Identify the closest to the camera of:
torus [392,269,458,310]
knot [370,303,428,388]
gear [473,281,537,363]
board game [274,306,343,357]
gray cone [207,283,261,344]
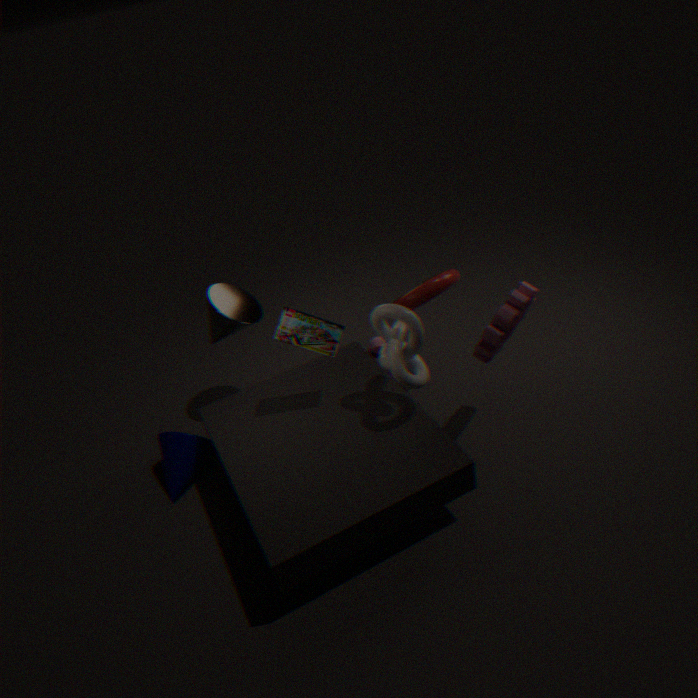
knot [370,303,428,388]
